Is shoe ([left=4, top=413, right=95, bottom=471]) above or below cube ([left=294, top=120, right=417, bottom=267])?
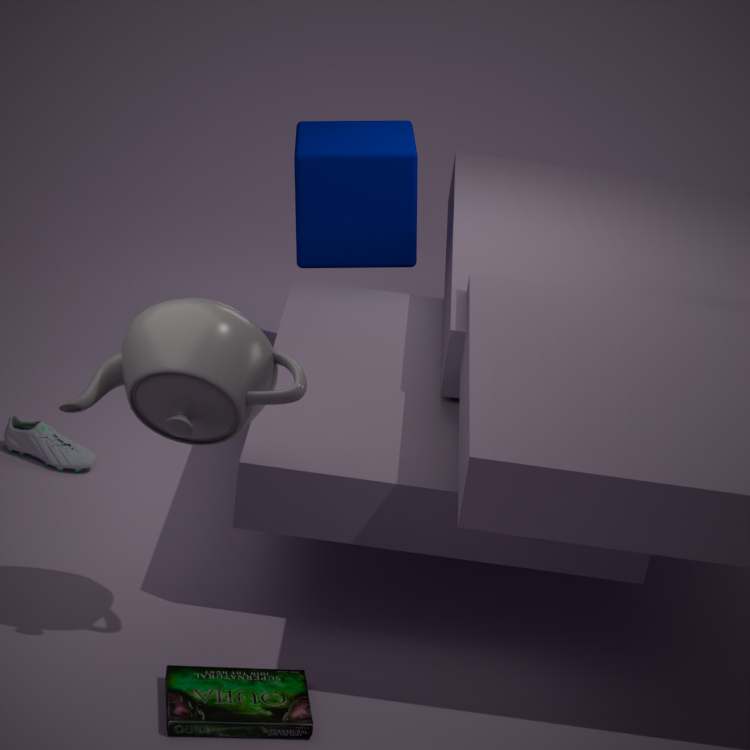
below
